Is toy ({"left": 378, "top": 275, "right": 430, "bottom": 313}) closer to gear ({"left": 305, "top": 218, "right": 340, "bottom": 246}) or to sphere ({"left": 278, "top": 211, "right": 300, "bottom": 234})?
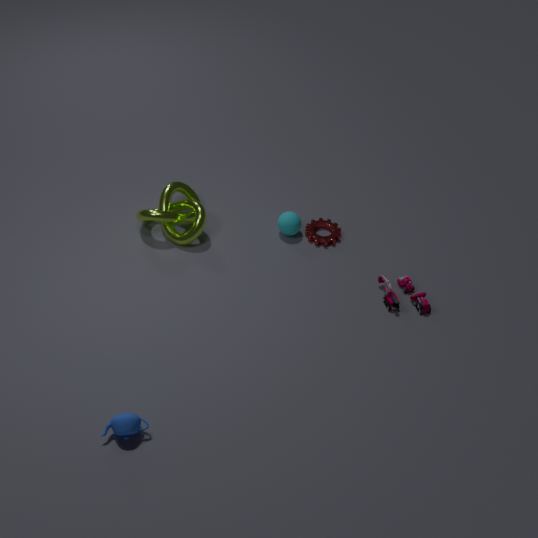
gear ({"left": 305, "top": 218, "right": 340, "bottom": 246})
